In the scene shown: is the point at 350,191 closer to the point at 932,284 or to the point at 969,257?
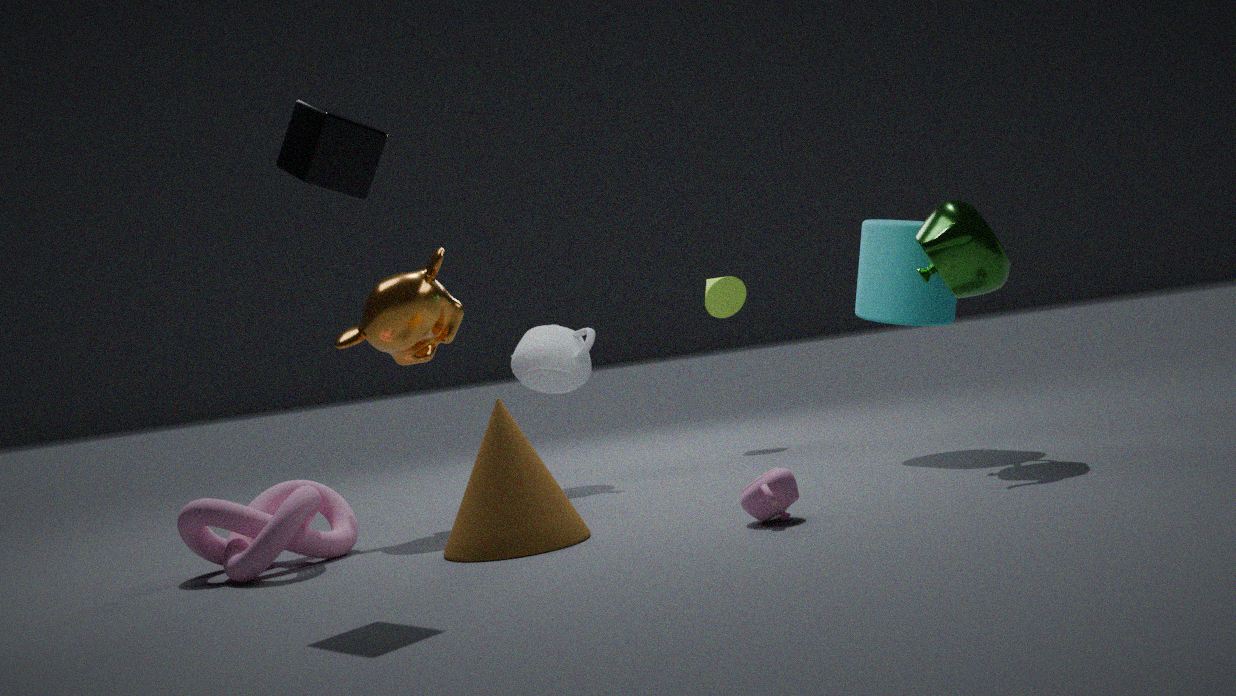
the point at 969,257
